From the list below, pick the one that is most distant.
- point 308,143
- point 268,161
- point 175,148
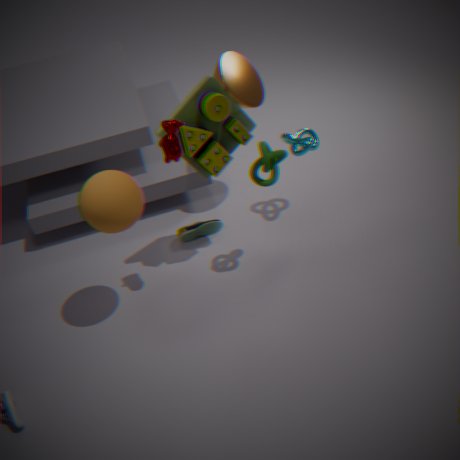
point 308,143
